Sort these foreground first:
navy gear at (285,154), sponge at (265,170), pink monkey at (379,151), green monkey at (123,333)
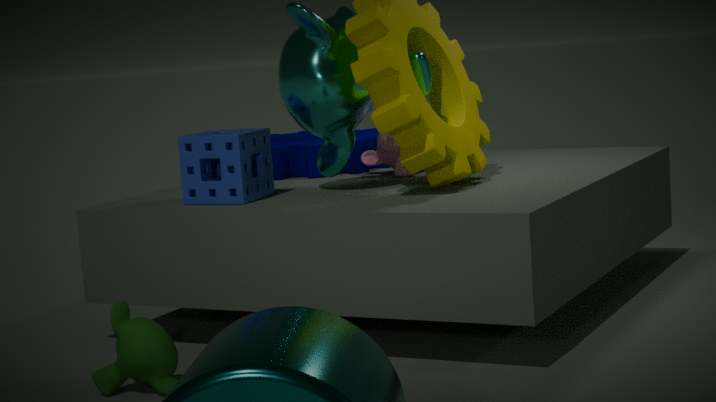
1. green monkey at (123,333)
2. sponge at (265,170)
3. pink monkey at (379,151)
4. navy gear at (285,154)
